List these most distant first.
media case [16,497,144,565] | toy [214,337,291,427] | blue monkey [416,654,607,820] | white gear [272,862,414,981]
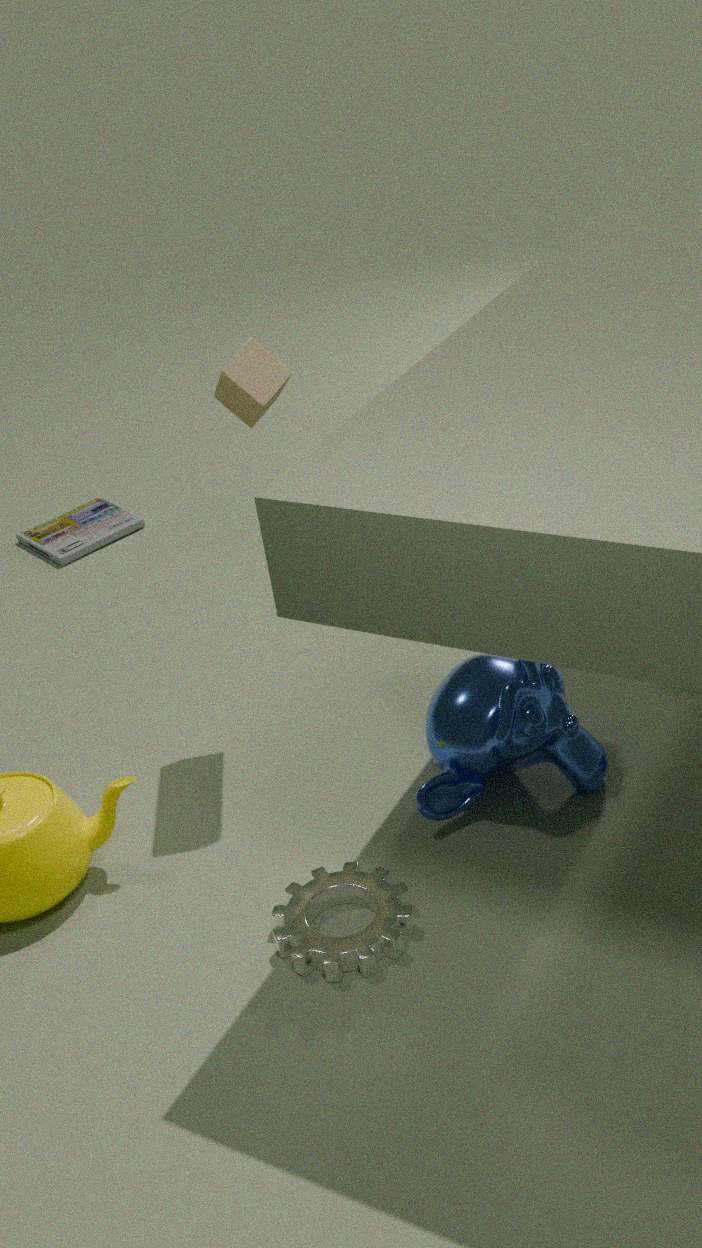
media case [16,497,144,565], blue monkey [416,654,607,820], toy [214,337,291,427], white gear [272,862,414,981]
